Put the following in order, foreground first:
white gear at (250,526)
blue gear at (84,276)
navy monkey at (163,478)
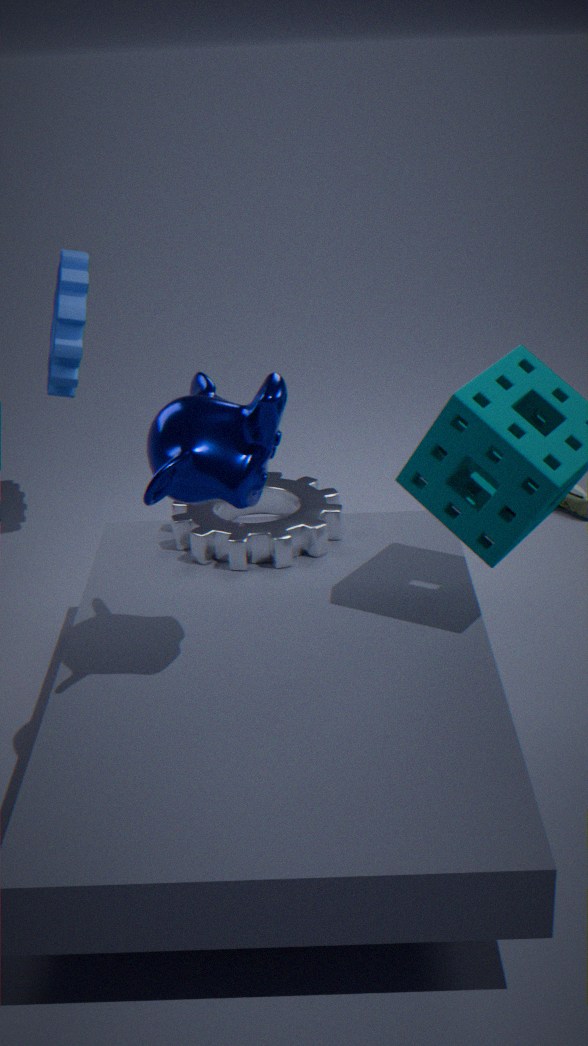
1. navy monkey at (163,478)
2. white gear at (250,526)
3. blue gear at (84,276)
